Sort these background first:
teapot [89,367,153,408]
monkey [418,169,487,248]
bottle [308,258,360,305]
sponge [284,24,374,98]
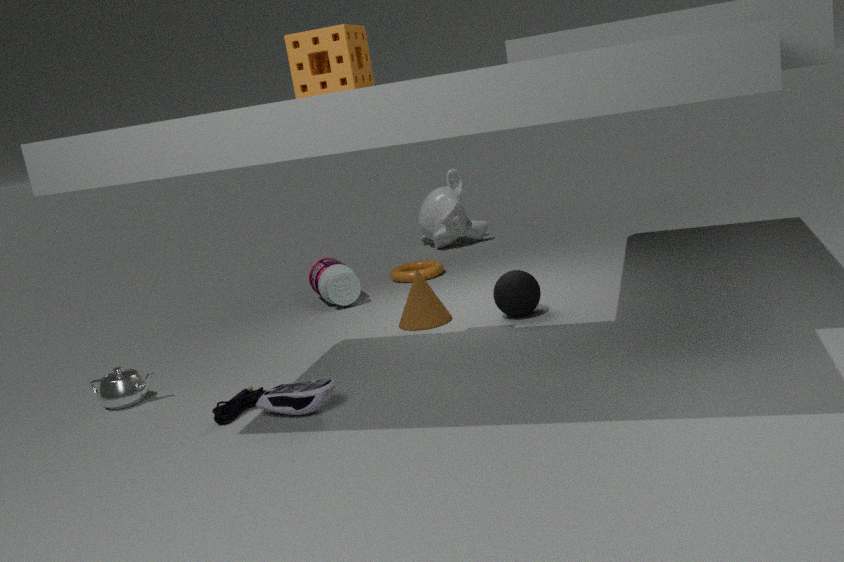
monkey [418,169,487,248] < bottle [308,258,360,305] < teapot [89,367,153,408] < sponge [284,24,374,98]
